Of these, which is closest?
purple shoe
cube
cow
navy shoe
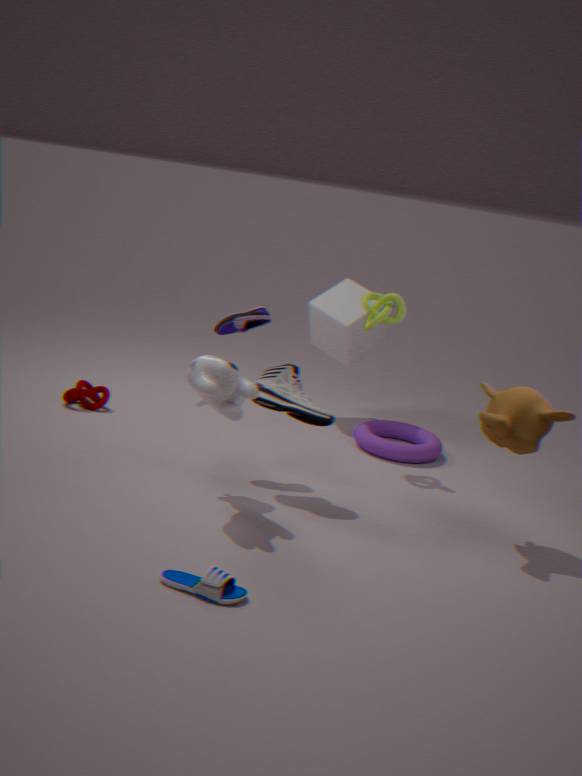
navy shoe
